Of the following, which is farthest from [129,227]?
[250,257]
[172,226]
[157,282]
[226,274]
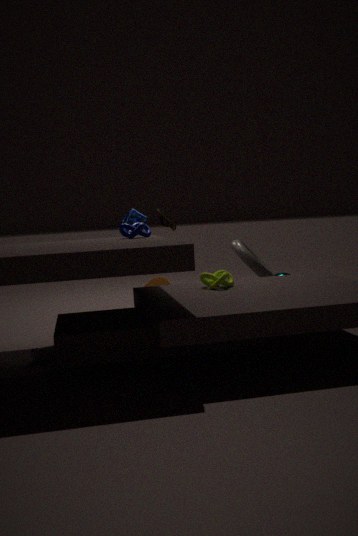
[157,282]
